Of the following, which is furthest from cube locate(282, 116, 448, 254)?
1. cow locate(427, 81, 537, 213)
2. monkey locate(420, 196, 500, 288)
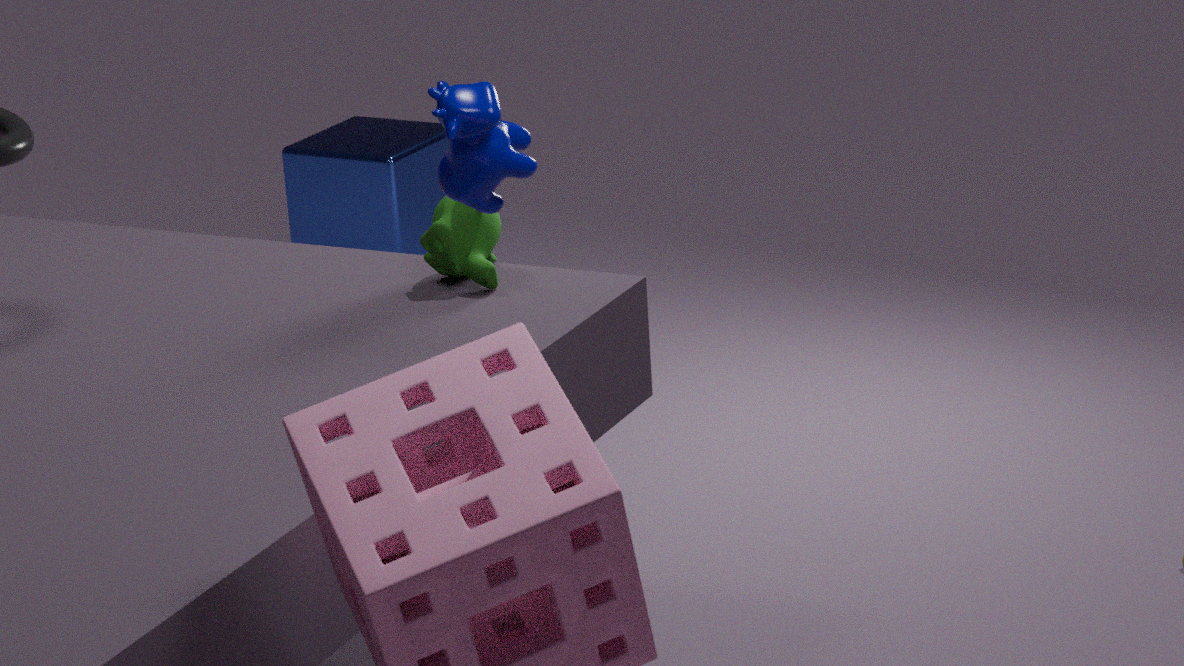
cow locate(427, 81, 537, 213)
